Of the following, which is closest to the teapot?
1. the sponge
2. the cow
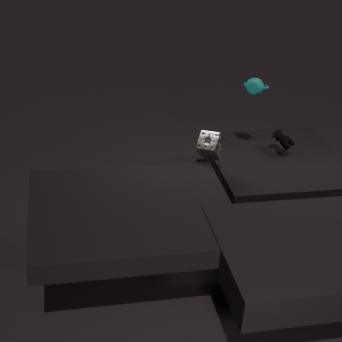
the cow
